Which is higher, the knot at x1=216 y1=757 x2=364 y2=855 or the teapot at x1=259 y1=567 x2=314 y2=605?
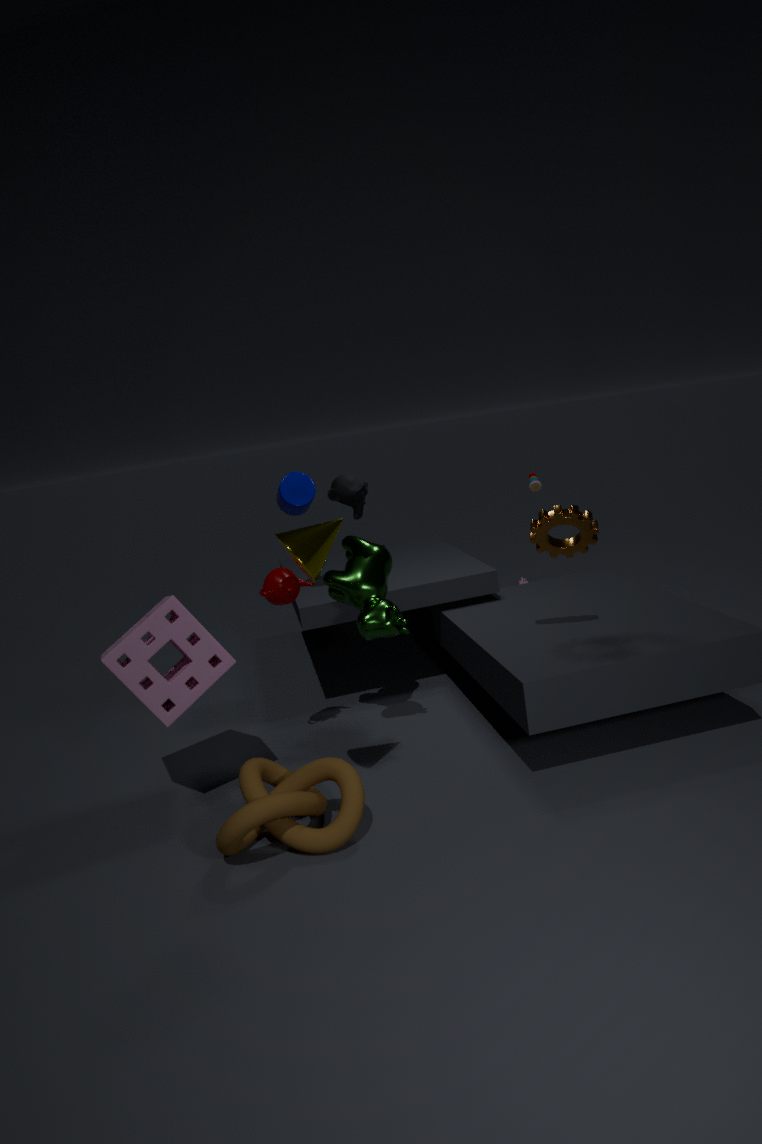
the teapot at x1=259 y1=567 x2=314 y2=605
